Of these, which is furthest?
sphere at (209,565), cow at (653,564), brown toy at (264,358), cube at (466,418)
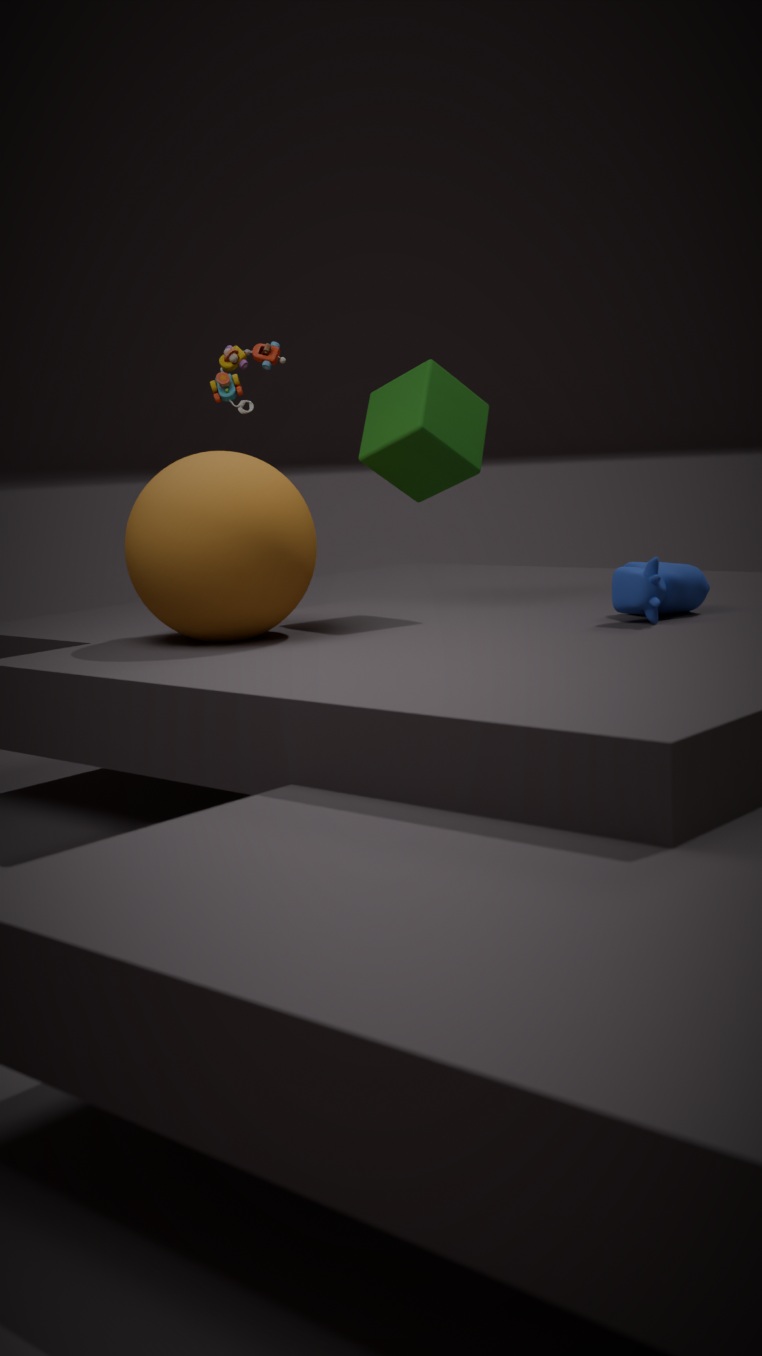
brown toy at (264,358)
